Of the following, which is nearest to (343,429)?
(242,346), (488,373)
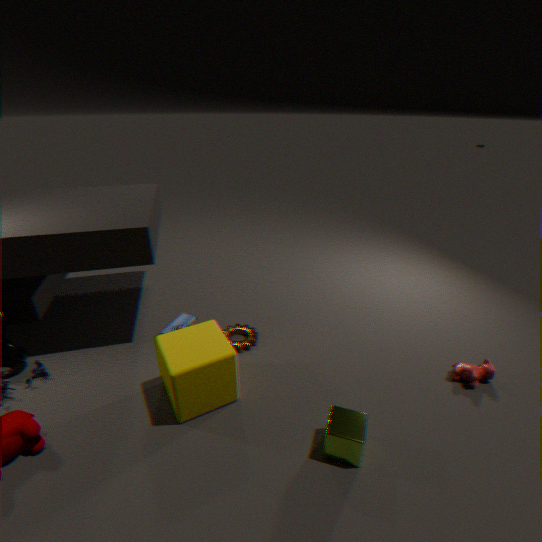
(488,373)
